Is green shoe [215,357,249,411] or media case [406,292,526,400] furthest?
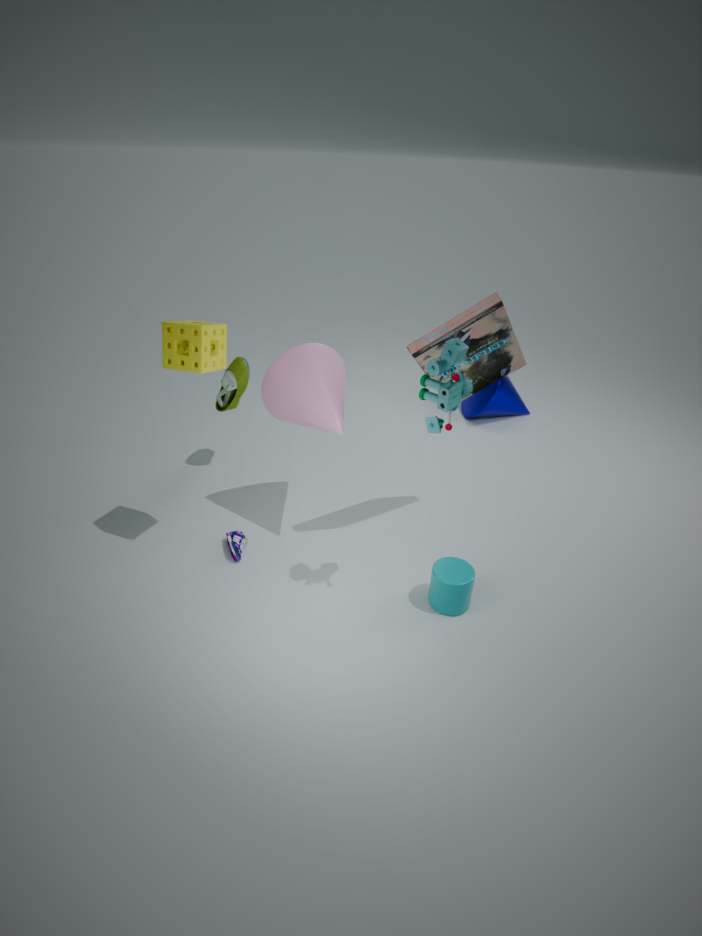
green shoe [215,357,249,411]
